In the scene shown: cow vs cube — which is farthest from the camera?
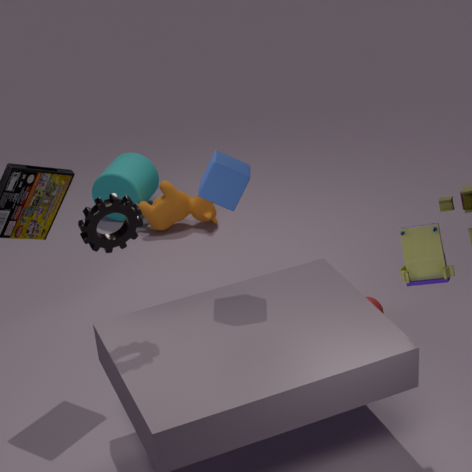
cow
